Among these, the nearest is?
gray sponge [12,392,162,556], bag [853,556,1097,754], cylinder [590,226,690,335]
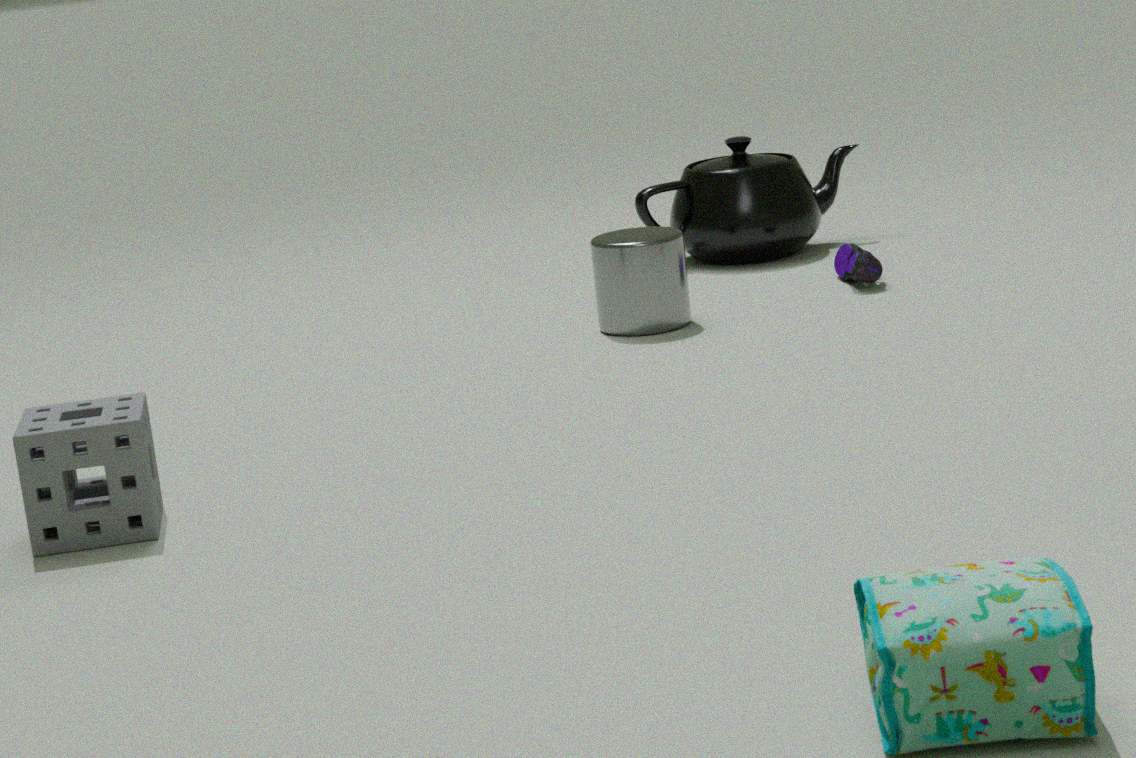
bag [853,556,1097,754]
